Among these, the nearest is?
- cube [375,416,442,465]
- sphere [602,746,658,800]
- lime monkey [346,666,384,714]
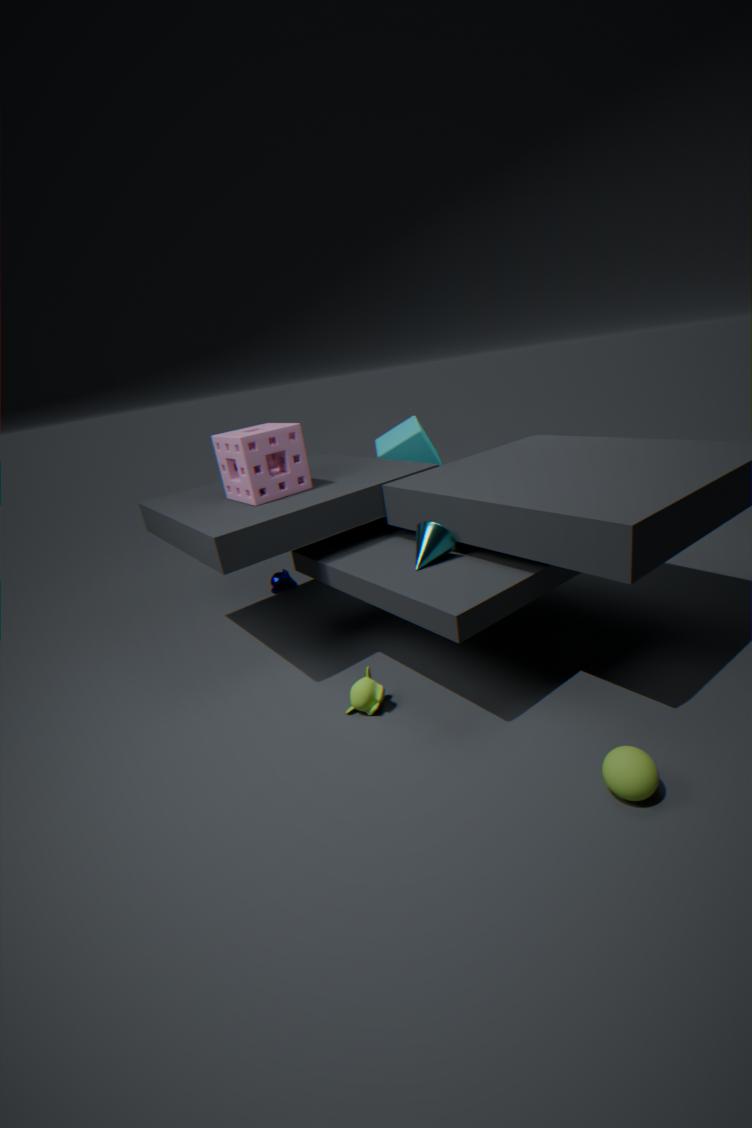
sphere [602,746,658,800]
